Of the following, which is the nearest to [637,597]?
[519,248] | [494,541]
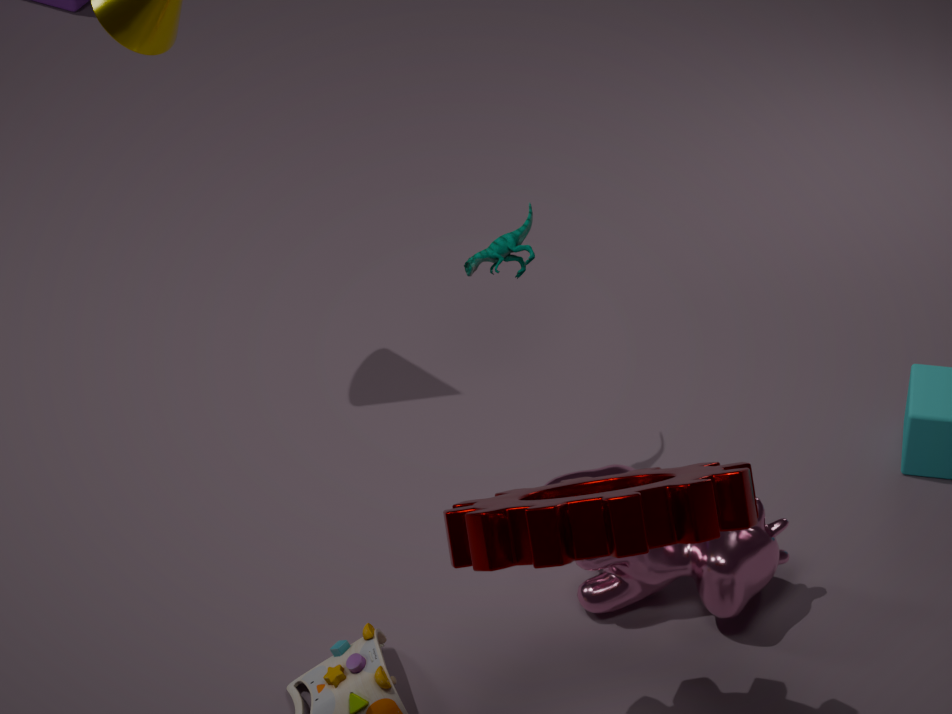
[519,248]
